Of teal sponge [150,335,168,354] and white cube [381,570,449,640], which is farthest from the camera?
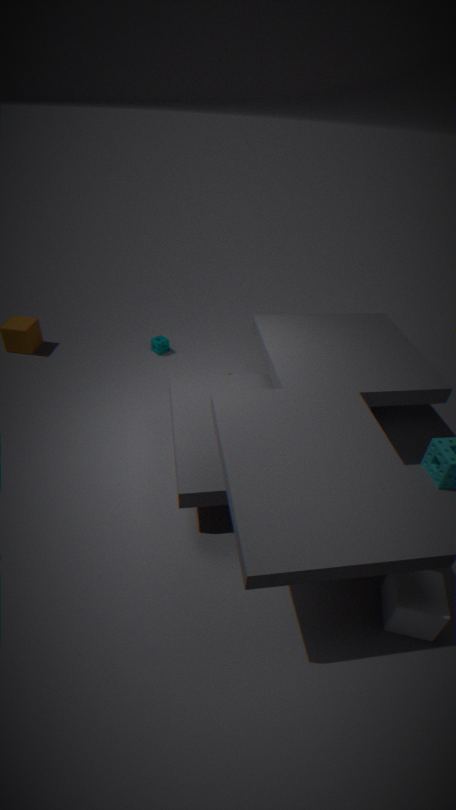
teal sponge [150,335,168,354]
